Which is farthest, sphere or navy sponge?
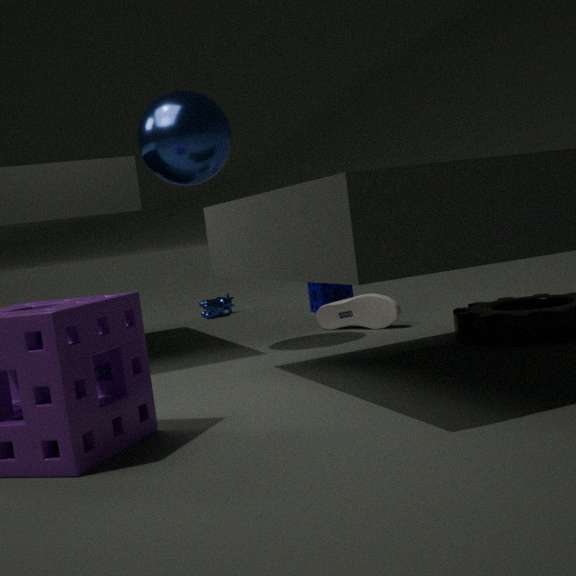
navy sponge
